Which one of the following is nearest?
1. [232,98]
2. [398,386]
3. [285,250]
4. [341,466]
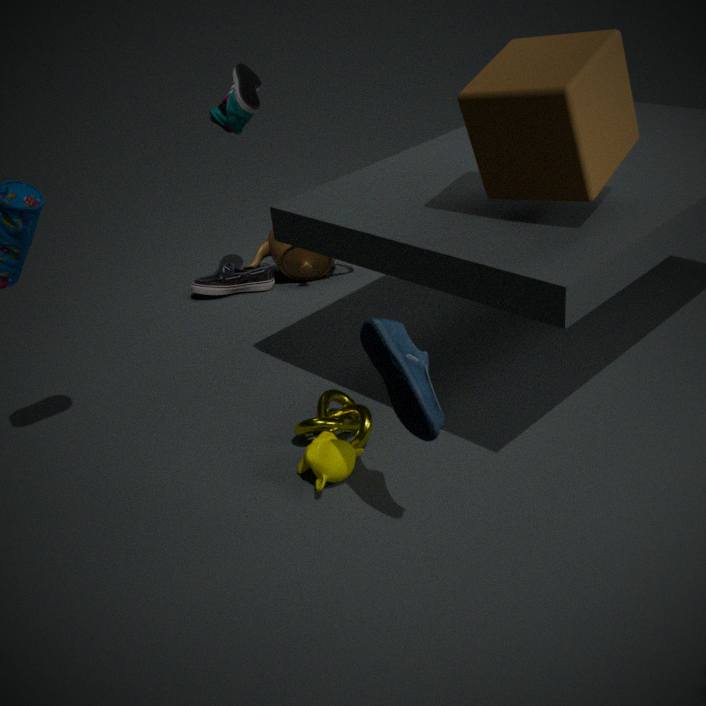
[398,386]
